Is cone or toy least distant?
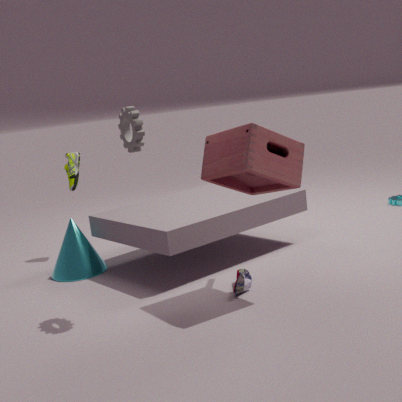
toy
